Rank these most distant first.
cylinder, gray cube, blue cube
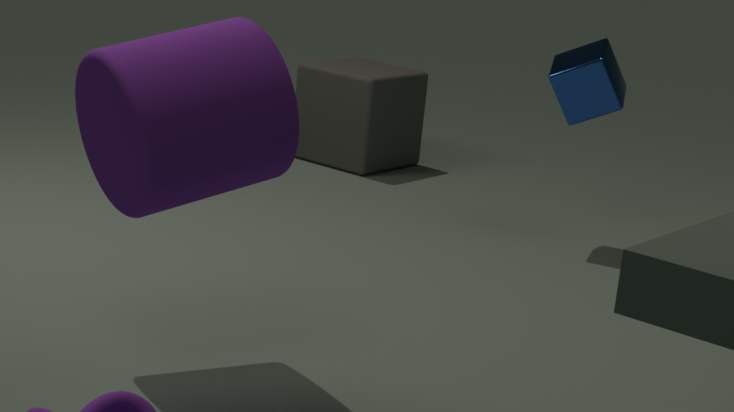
1. gray cube
2. blue cube
3. cylinder
